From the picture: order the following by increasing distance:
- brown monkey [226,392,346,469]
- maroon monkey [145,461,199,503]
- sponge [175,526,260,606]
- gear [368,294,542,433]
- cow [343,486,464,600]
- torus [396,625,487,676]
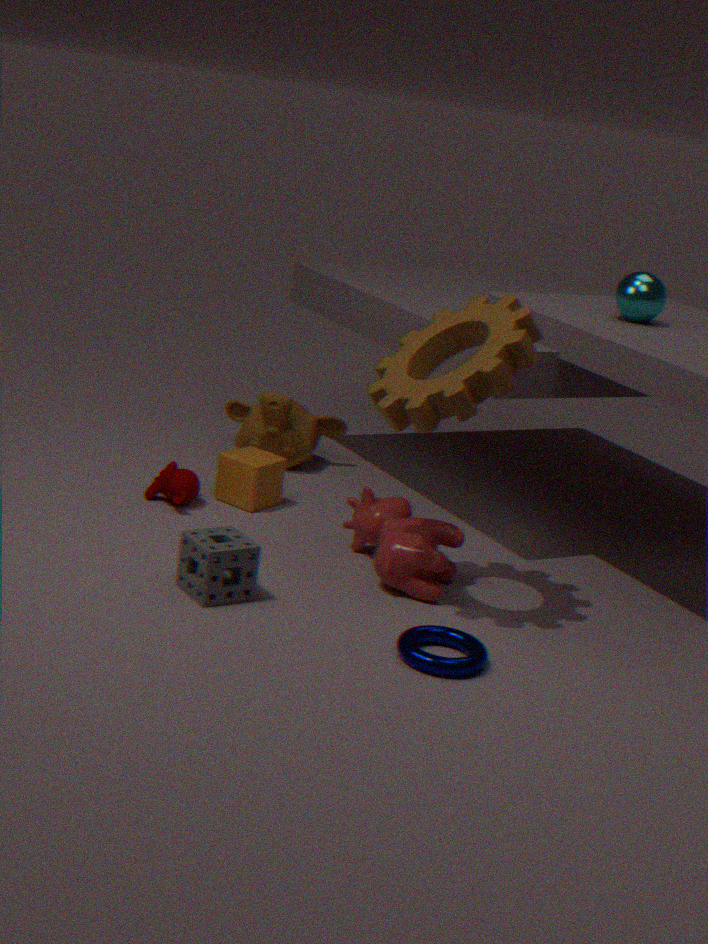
torus [396,625,487,676] < gear [368,294,542,433] < sponge [175,526,260,606] < cow [343,486,464,600] < maroon monkey [145,461,199,503] < brown monkey [226,392,346,469]
